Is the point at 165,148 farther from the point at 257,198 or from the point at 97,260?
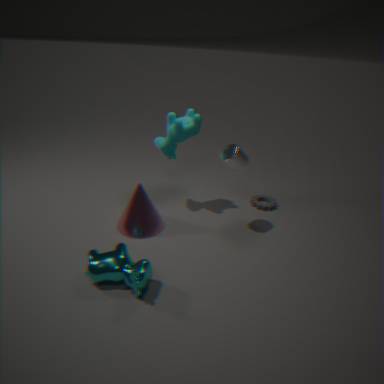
the point at 97,260
